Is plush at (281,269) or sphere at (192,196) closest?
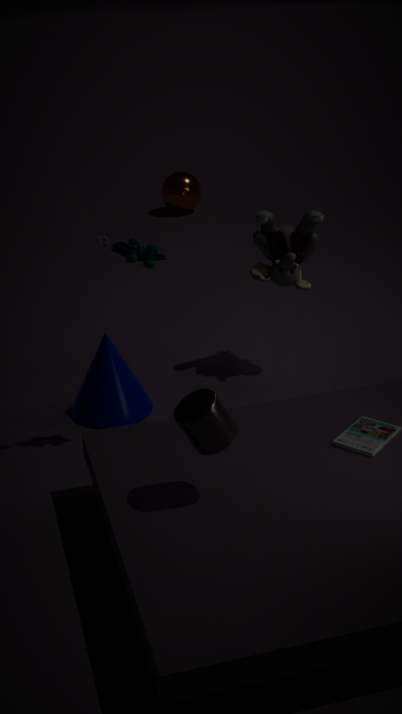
plush at (281,269)
